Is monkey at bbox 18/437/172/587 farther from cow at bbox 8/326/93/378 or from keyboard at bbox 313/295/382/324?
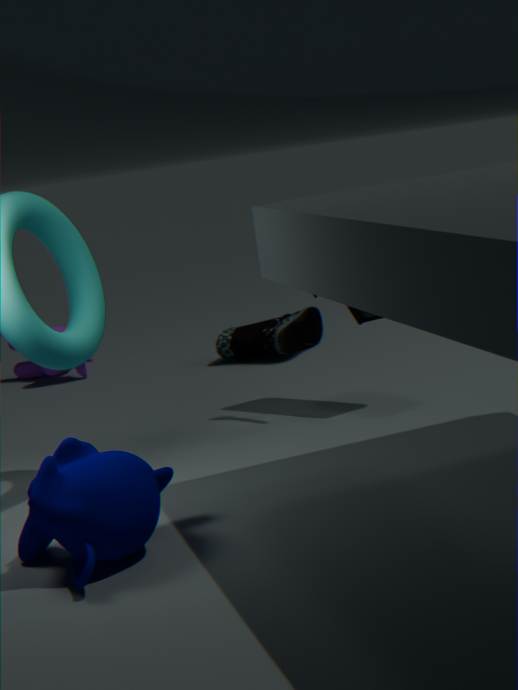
cow at bbox 8/326/93/378
